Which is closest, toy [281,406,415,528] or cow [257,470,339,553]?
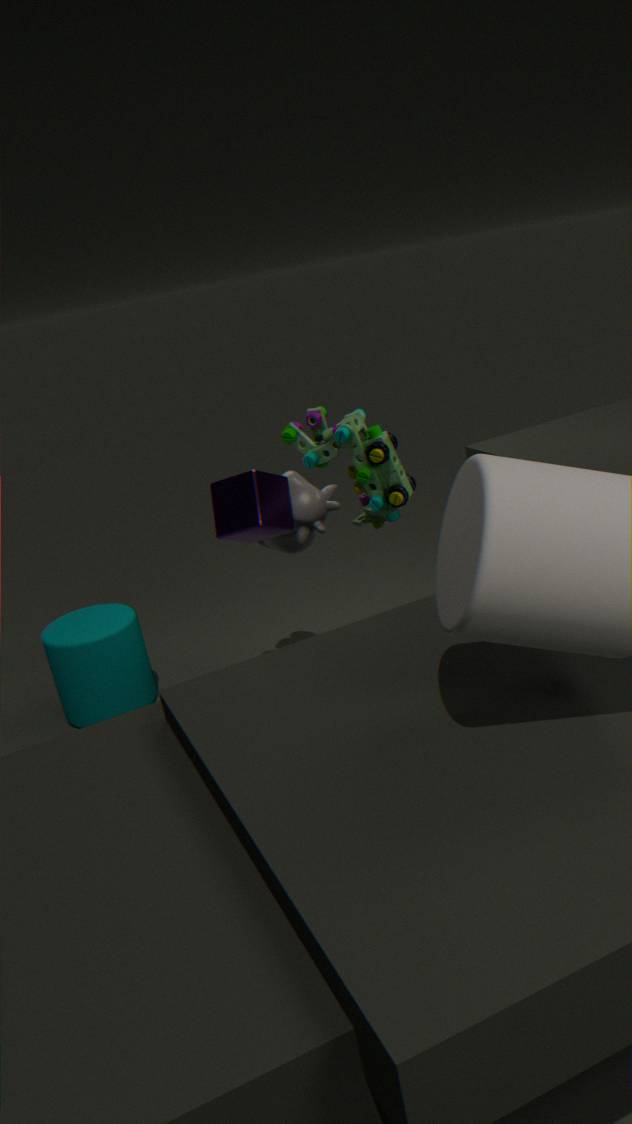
toy [281,406,415,528]
